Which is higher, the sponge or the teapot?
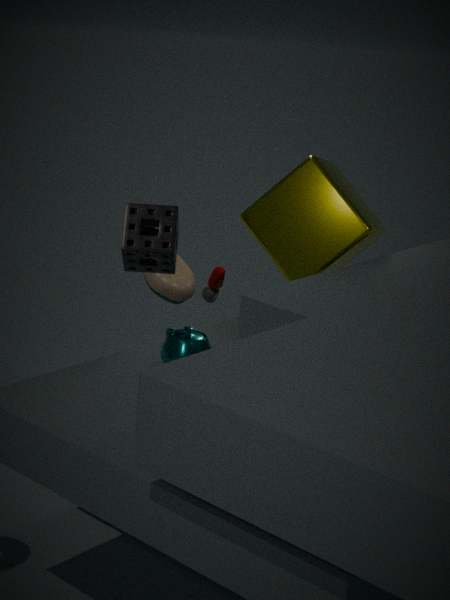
the sponge
